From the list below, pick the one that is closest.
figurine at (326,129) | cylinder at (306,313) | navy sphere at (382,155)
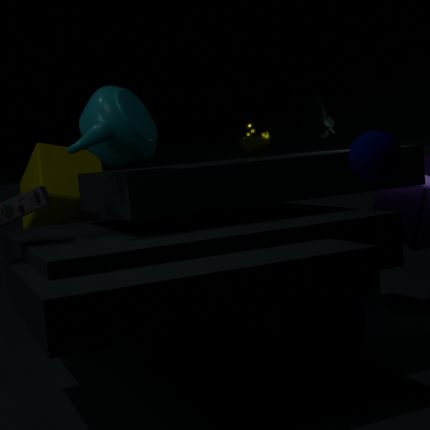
navy sphere at (382,155)
